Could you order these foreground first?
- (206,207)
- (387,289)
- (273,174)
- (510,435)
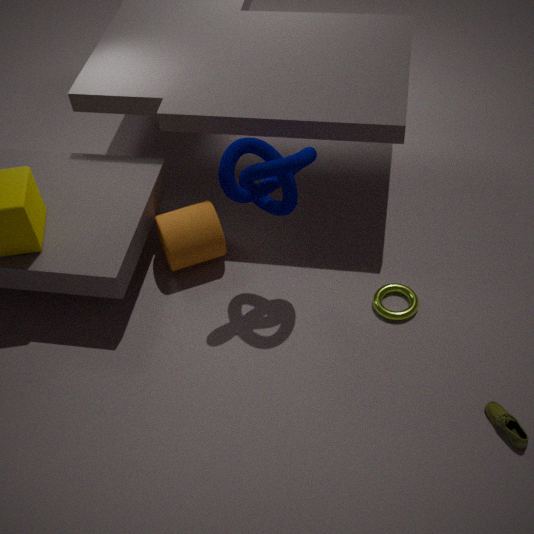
(510,435), (273,174), (387,289), (206,207)
